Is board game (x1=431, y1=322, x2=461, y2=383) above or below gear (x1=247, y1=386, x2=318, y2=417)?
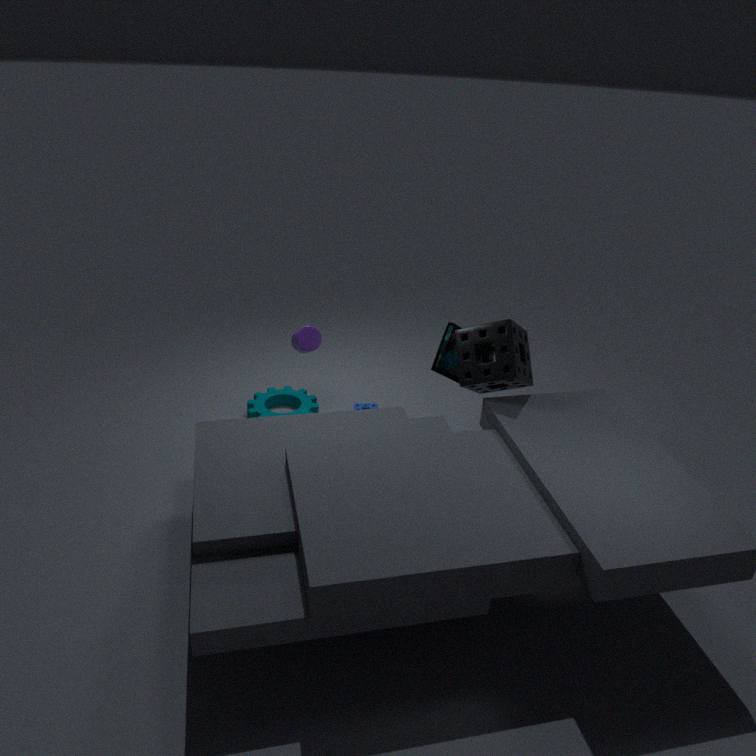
above
